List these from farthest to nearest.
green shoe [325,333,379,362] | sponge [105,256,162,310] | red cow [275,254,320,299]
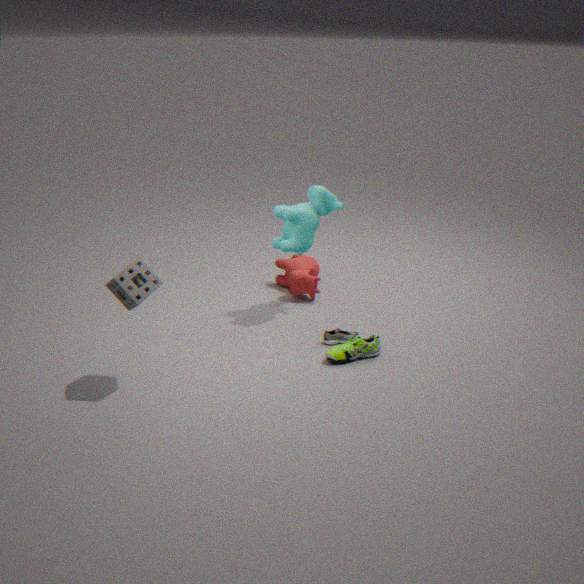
red cow [275,254,320,299] → green shoe [325,333,379,362] → sponge [105,256,162,310]
